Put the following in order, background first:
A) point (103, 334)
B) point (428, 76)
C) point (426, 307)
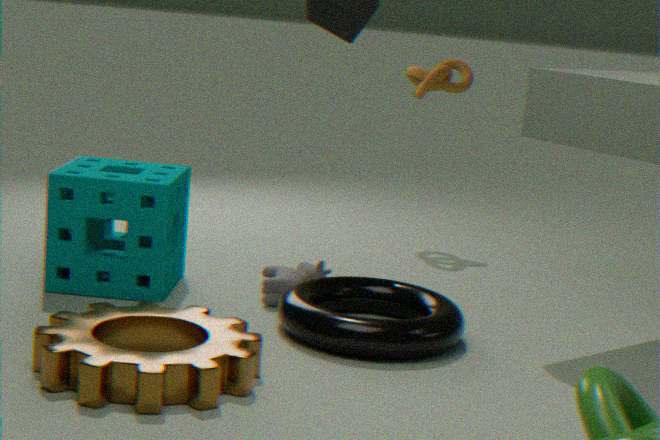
1. point (428, 76)
2. point (426, 307)
3. point (103, 334)
